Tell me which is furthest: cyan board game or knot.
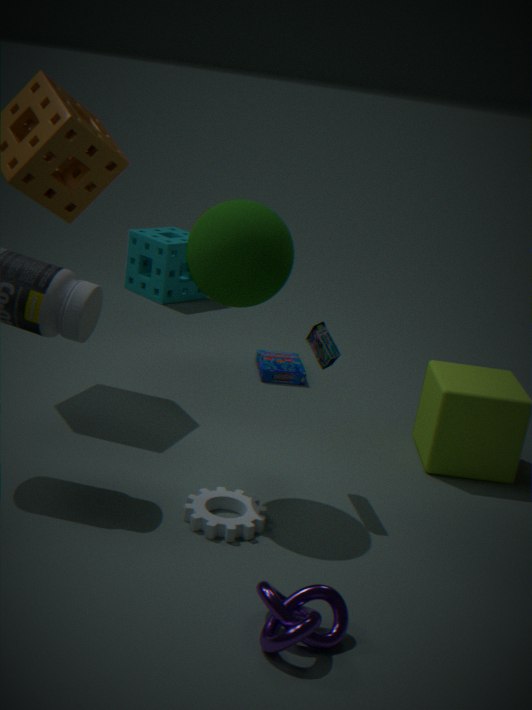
cyan board game
